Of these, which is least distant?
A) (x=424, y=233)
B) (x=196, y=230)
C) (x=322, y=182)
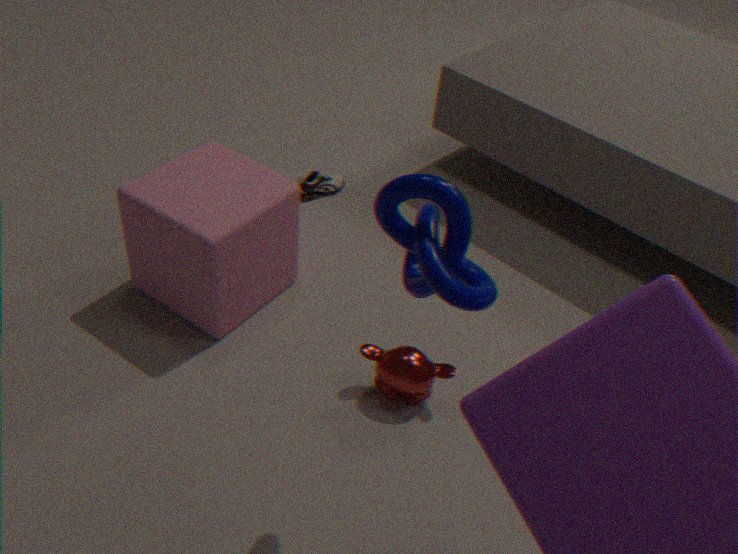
(x=424, y=233)
